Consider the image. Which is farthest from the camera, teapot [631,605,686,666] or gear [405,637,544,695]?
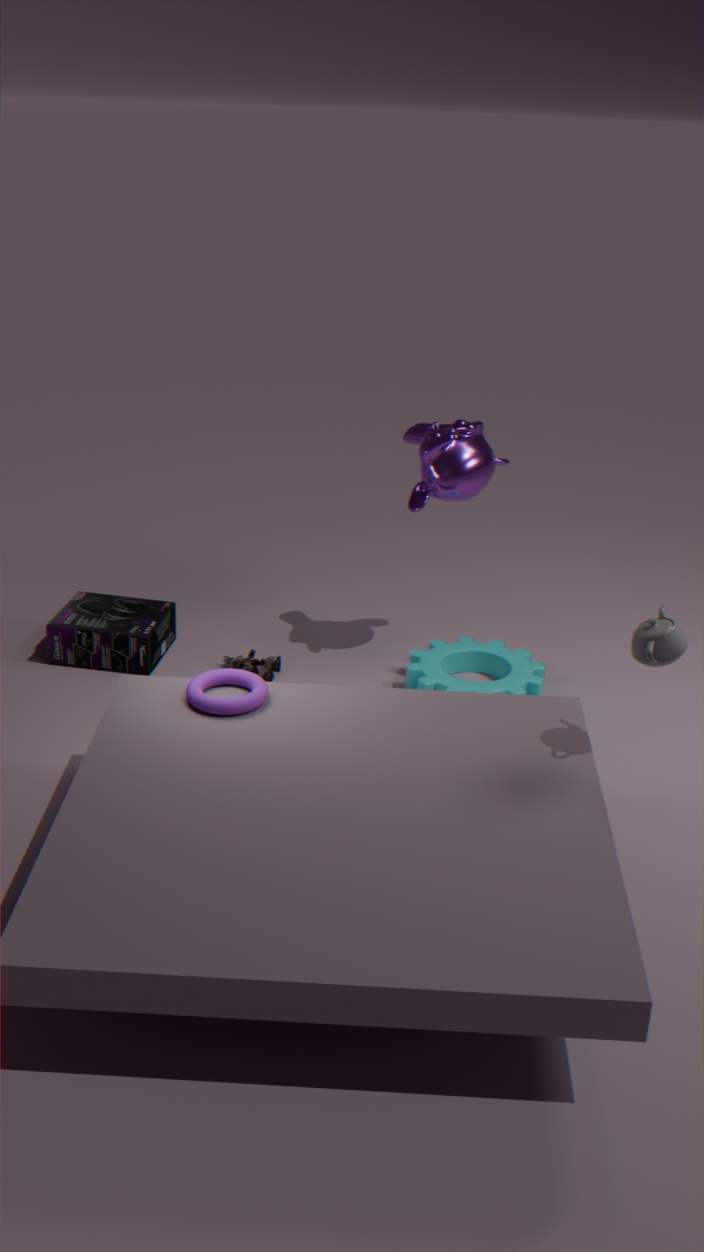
gear [405,637,544,695]
